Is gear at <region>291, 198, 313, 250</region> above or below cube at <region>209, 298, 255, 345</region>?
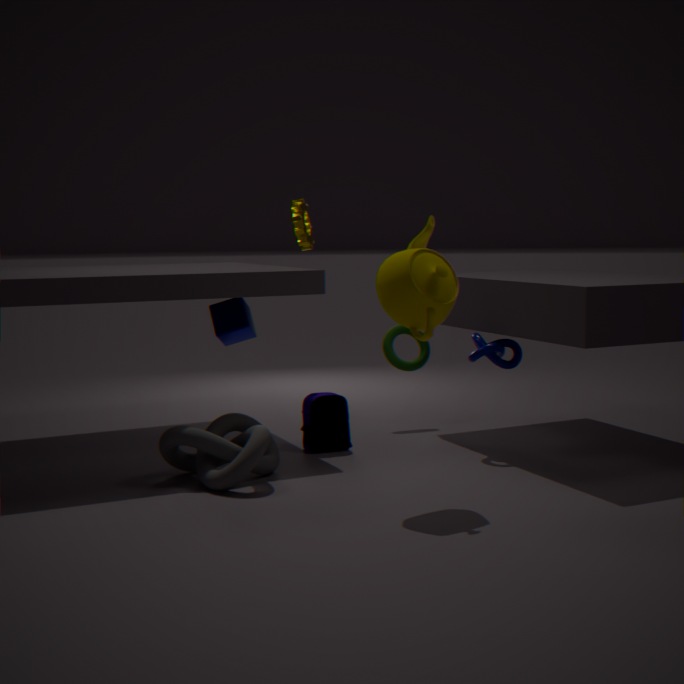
above
